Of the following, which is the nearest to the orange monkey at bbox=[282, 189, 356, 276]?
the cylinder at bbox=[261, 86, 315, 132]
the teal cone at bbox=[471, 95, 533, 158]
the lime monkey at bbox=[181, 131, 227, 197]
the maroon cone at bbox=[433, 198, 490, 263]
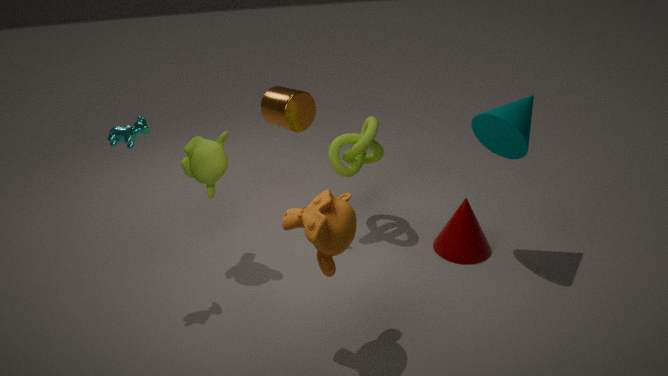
the lime monkey at bbox=[181, 131, 227, 197]
